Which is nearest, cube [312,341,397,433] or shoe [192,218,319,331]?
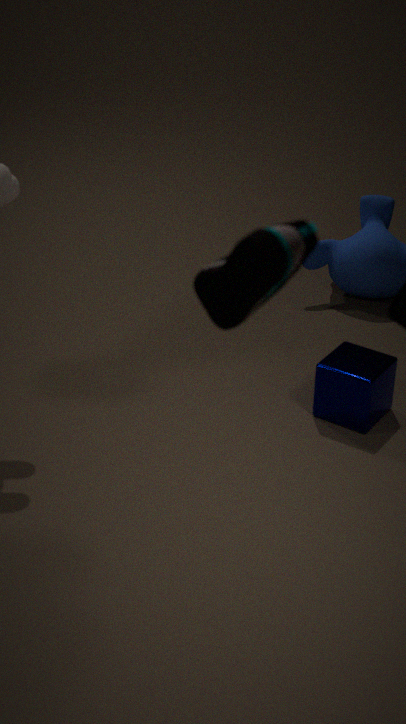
shoe [192,218,319,331]
